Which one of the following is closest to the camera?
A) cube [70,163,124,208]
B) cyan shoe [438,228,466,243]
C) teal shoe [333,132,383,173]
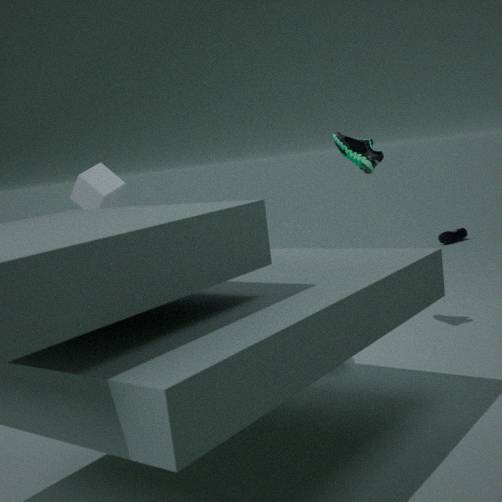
teal shoe [333,132,383,173]
